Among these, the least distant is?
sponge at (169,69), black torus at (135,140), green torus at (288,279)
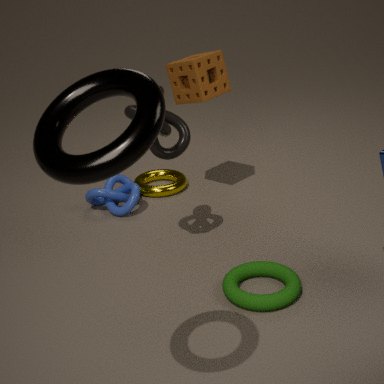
black torus at (135,140)
